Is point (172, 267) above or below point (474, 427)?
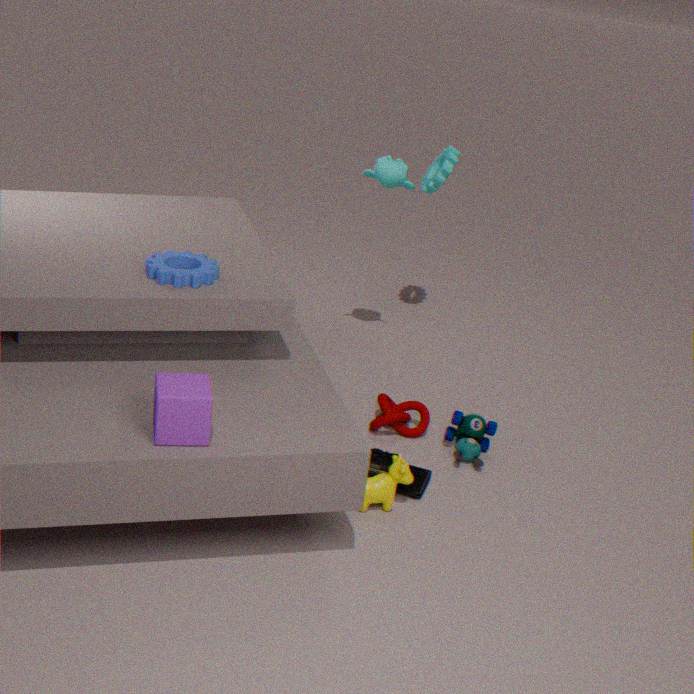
above
